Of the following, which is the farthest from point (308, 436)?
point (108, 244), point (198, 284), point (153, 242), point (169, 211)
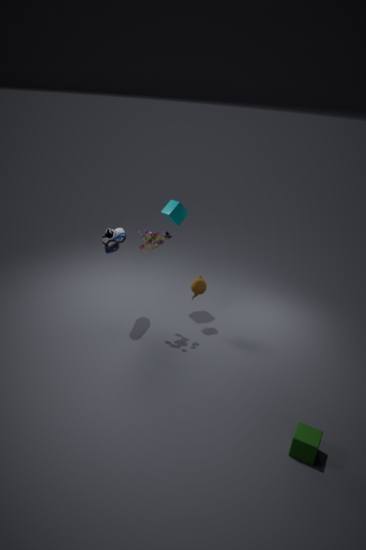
point (169, 211)
